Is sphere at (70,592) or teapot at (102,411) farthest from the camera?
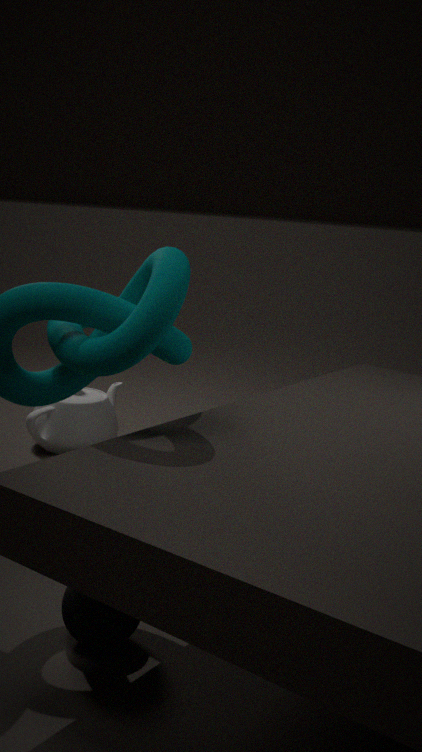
teapot at (102,411)
